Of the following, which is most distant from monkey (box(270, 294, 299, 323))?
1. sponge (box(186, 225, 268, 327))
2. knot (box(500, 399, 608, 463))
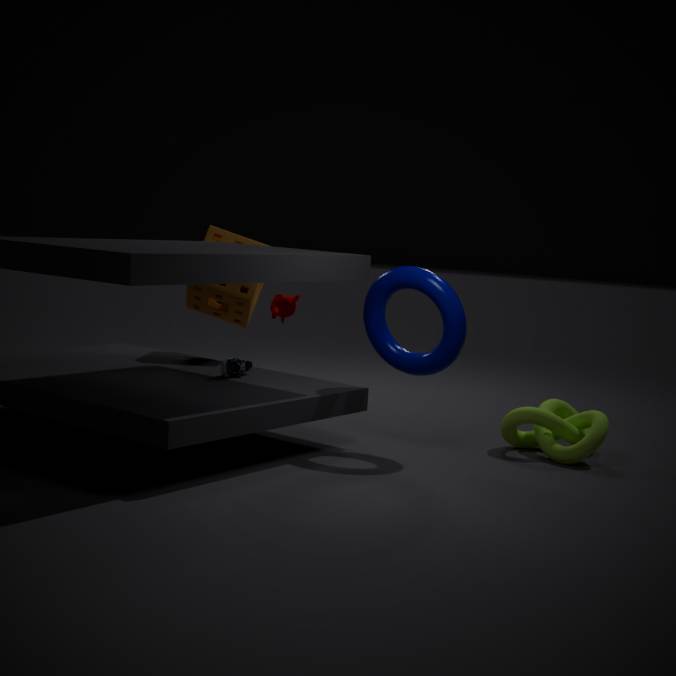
knot (box(500, 399, 608, 463))
